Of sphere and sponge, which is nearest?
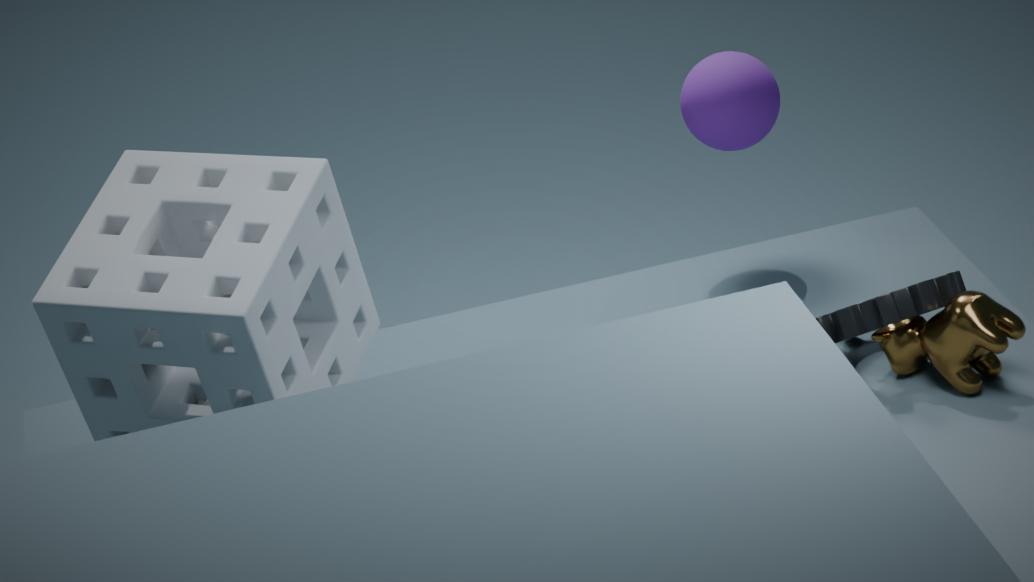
sponge
